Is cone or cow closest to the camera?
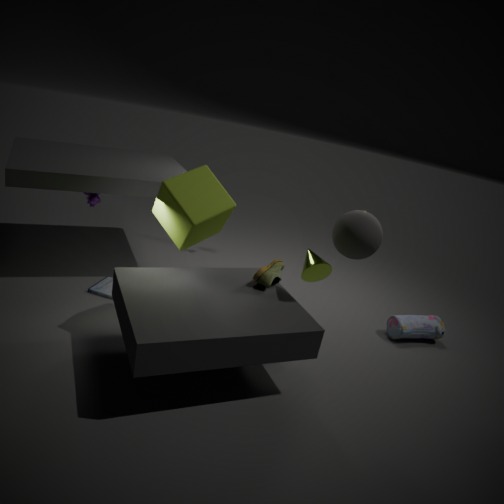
cone
